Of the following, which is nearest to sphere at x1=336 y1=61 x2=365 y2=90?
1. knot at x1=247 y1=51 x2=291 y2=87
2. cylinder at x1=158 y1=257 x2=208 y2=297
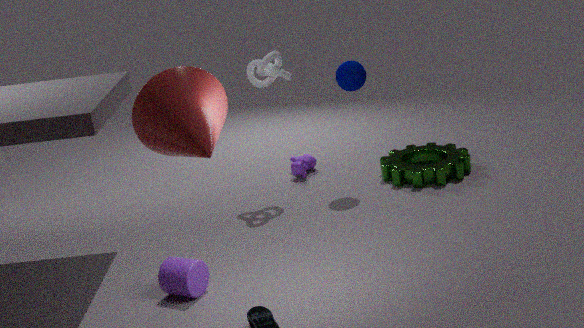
knot at x1=247 y1=51 x2=291 y2=87
